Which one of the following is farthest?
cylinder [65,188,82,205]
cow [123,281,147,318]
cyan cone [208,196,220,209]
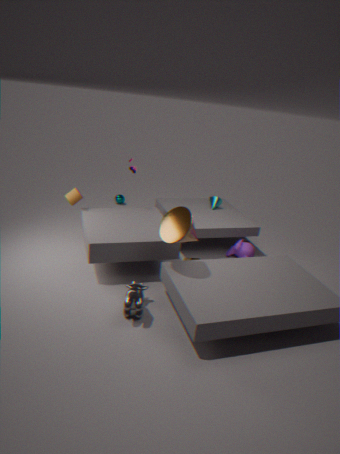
cyan cone [208,196,220,209]
